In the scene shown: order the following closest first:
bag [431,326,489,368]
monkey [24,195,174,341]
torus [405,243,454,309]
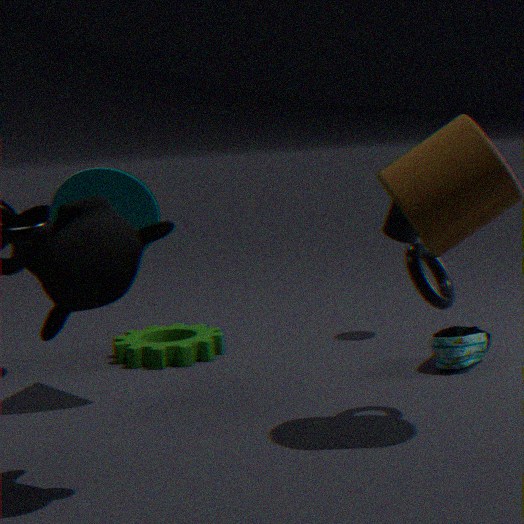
monkey [24,195,174,341], torus [405,243,454,309], bag [431,326,489,368]
